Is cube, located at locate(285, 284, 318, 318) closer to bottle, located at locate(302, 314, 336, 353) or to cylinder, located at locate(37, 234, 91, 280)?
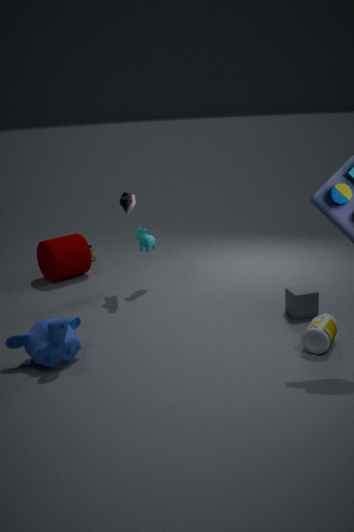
bottle, located at locate(302, 314, 336, 353)
